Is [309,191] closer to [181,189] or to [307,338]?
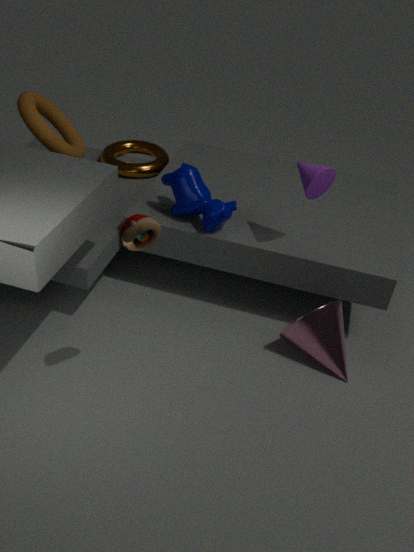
[181,189]
